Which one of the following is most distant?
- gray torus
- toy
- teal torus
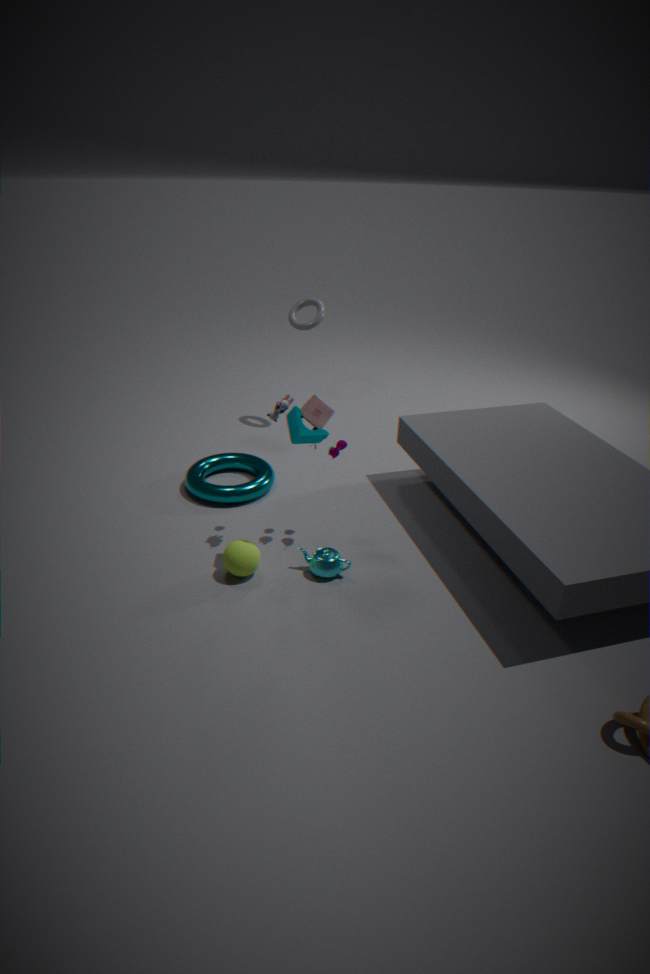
gray torus
